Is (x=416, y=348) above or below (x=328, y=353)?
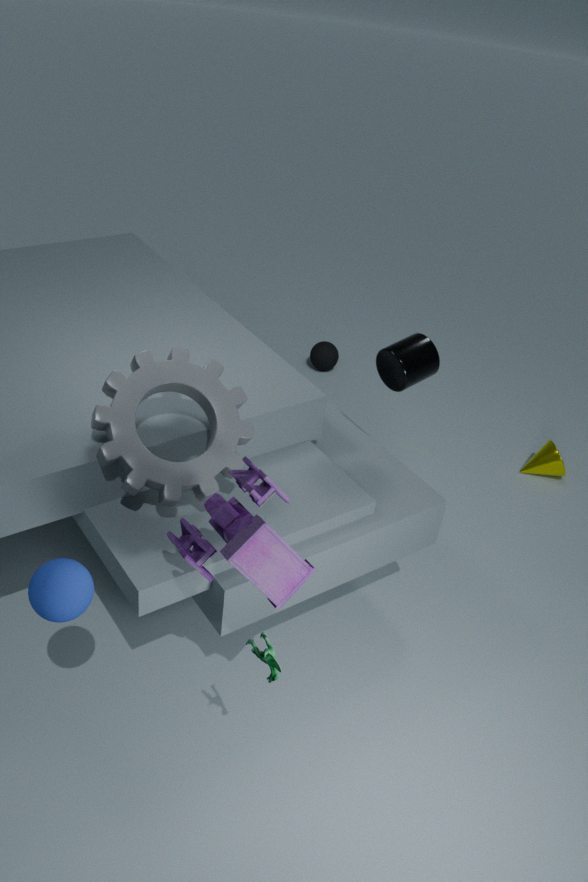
above
